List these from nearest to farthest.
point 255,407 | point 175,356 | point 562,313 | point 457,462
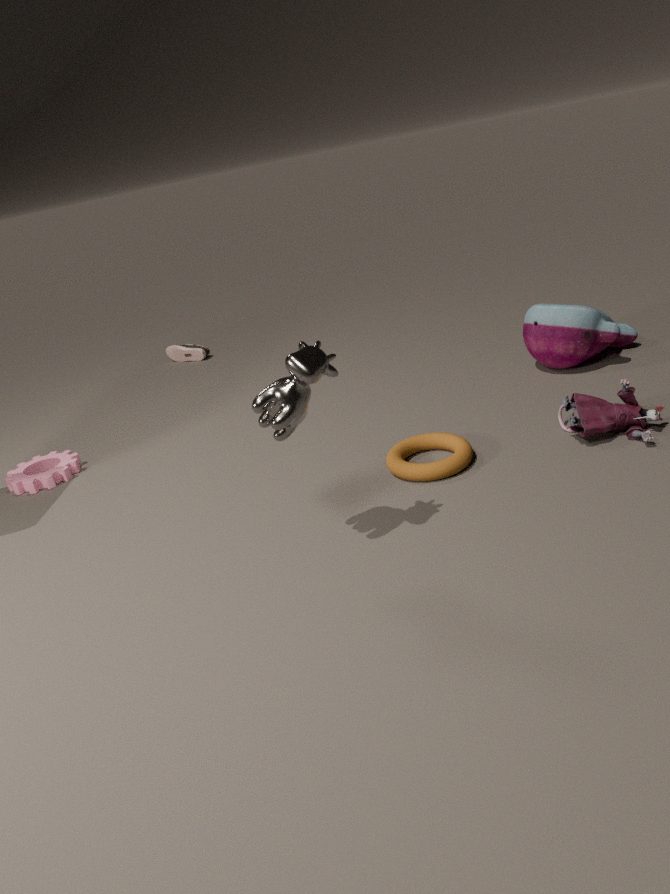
point 255,407
point 457,462
point 562,313
point 175,356
